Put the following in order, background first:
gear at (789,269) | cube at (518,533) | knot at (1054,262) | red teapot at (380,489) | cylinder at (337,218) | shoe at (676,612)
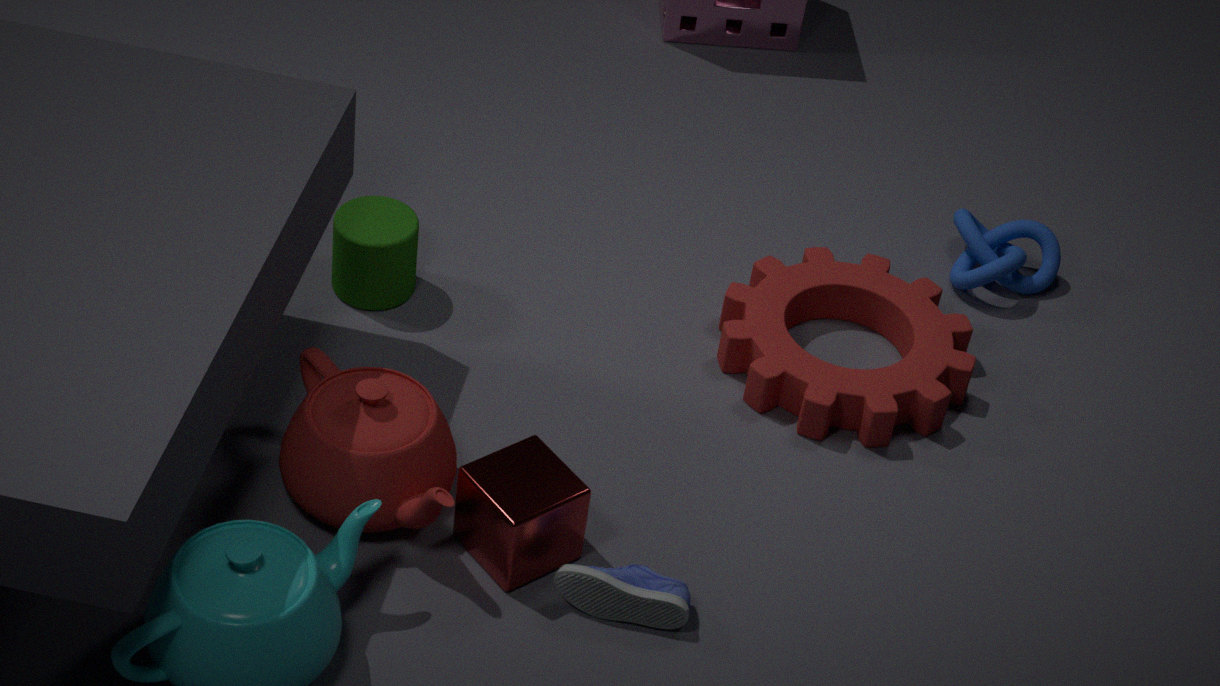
knot at (1054,262), cylinder at (337,218), gear at (789,269), red teapot at (380,489), shoe at (676,612), cube at (518,533)
